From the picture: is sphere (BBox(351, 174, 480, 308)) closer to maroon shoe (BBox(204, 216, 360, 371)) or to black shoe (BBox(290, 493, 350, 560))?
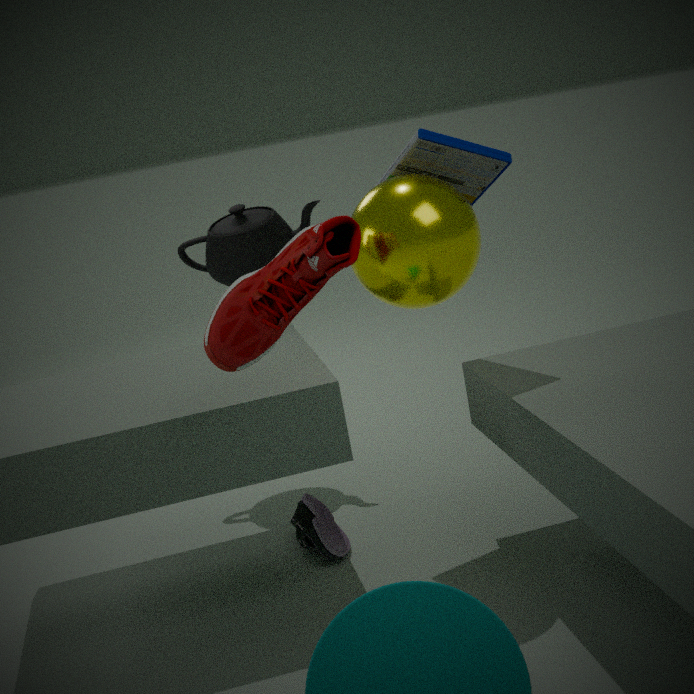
maroon shoe (BBox(204, 216, 360, 371))
